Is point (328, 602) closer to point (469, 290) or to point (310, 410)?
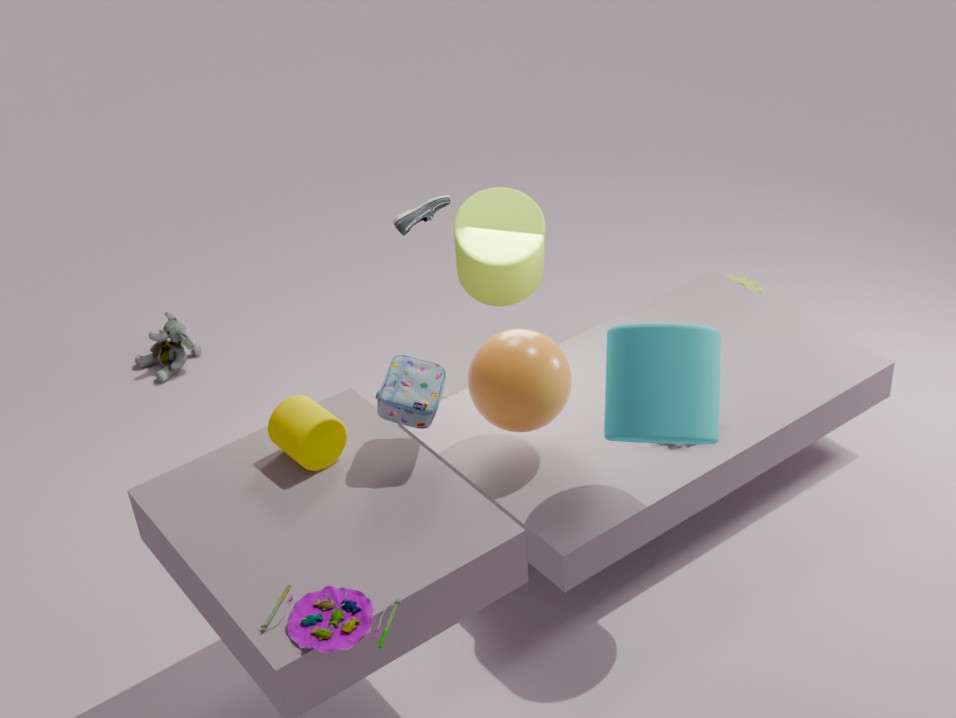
point (310, 410)
